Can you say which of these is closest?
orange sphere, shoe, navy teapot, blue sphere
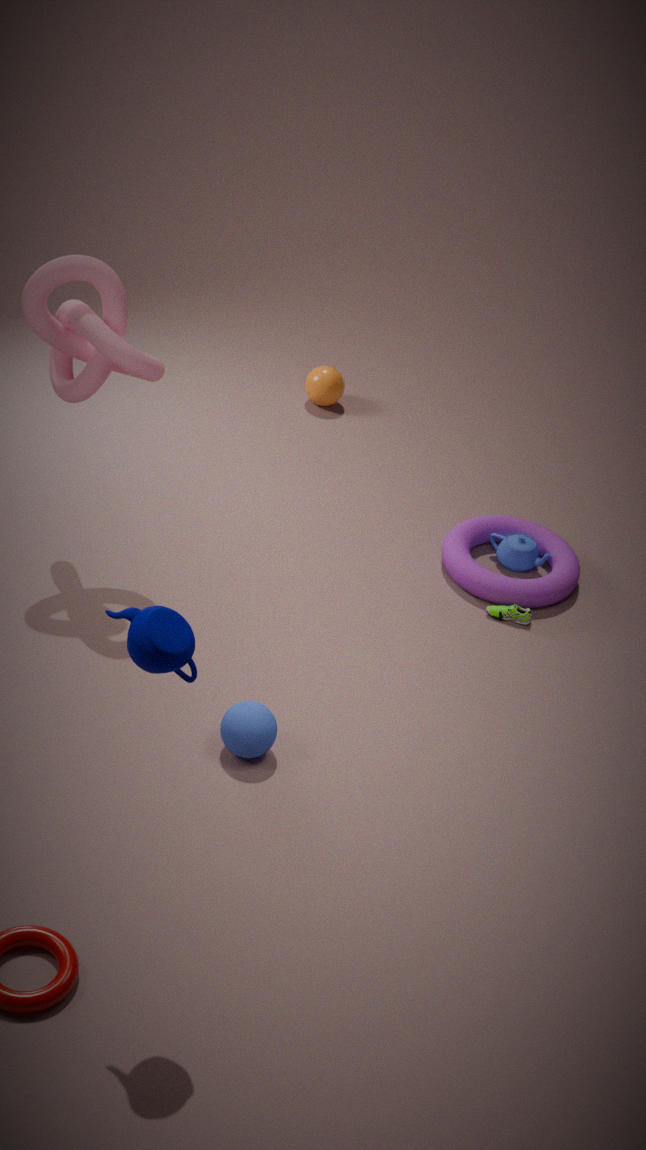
navy teapot
